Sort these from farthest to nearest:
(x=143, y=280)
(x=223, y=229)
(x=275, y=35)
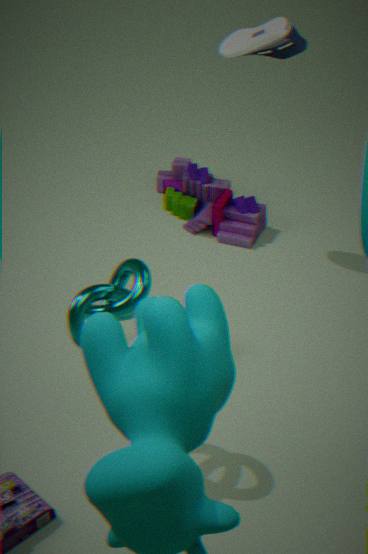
1. (x=223, y=229)
2. (x=275, y=35)
3. (x=143, y=280)
